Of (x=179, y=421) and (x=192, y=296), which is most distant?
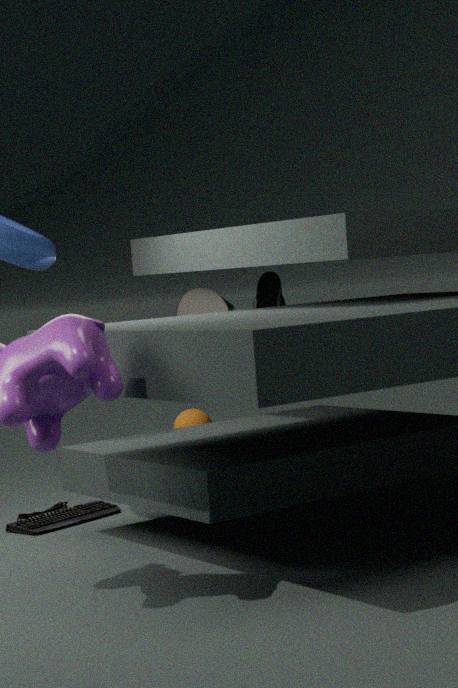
(x=179, y=421)
